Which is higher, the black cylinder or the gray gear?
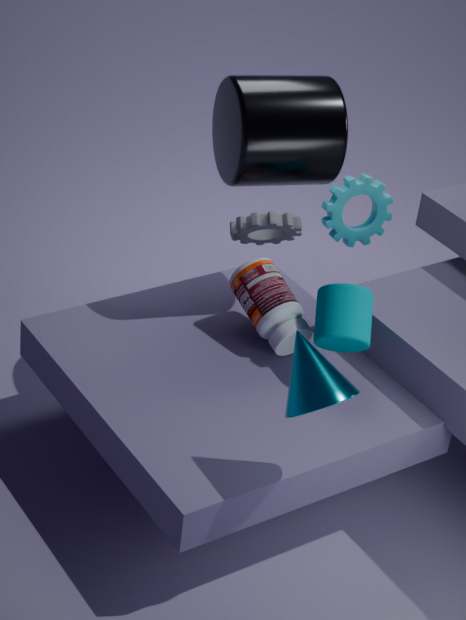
the black cylinder
